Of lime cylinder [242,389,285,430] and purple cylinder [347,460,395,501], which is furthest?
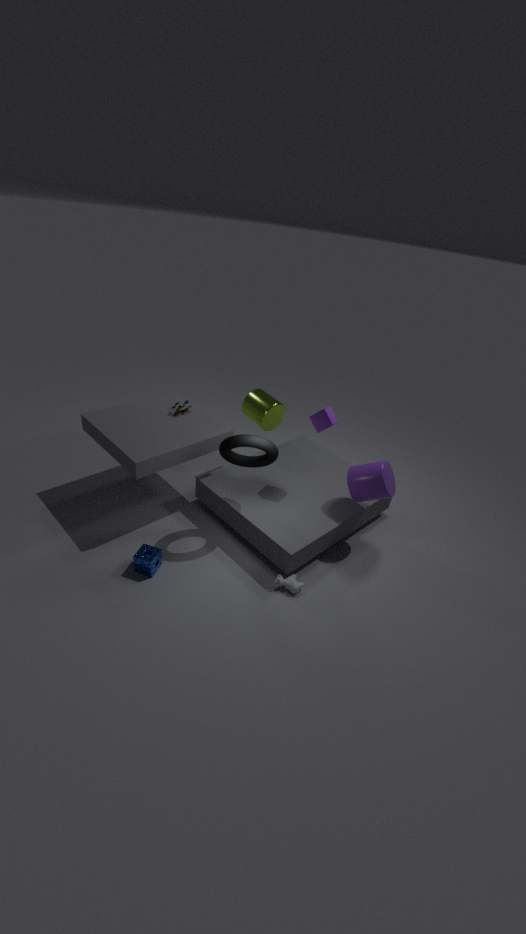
lime cylinder [242,389,285,430]
